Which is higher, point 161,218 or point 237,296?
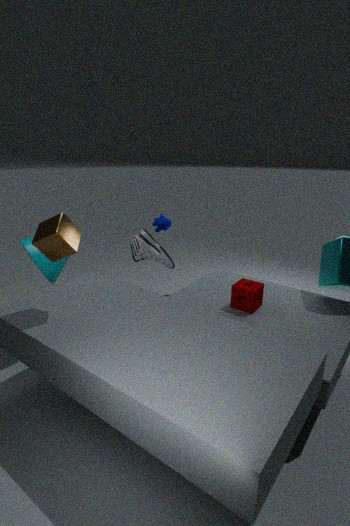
point 161,218
